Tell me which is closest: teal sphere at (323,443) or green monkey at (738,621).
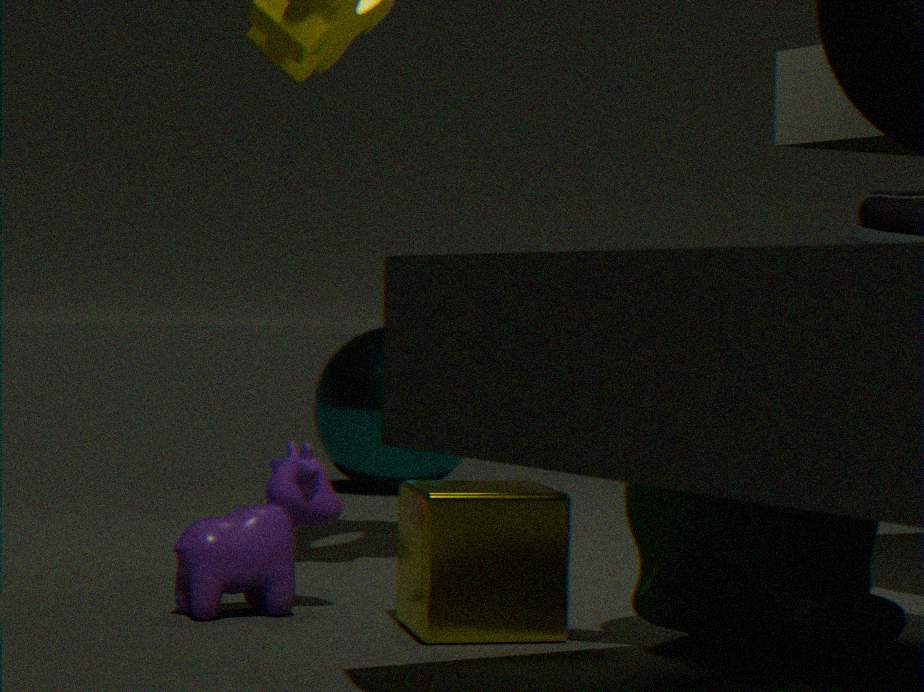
green monkey at (738,621)
